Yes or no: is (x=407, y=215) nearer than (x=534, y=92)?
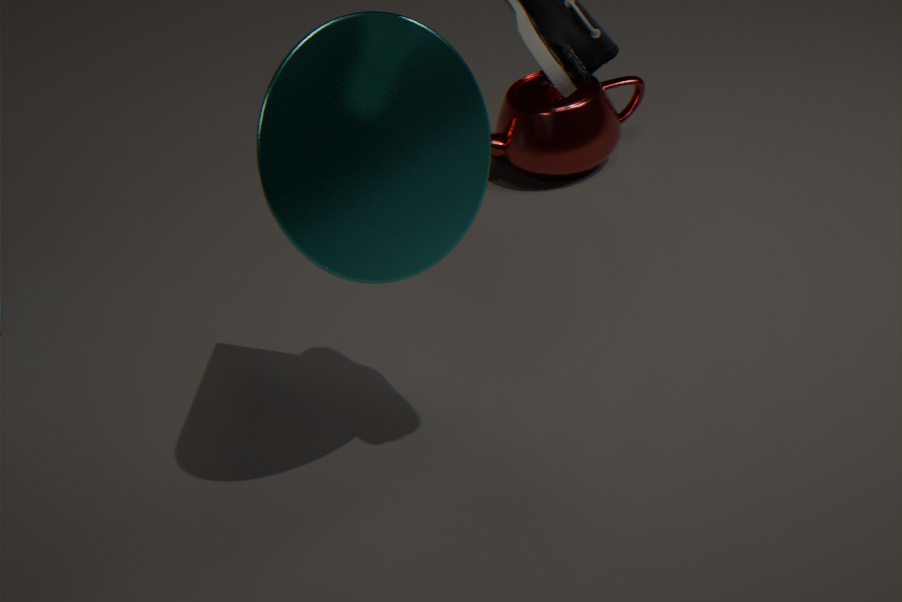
Yes
